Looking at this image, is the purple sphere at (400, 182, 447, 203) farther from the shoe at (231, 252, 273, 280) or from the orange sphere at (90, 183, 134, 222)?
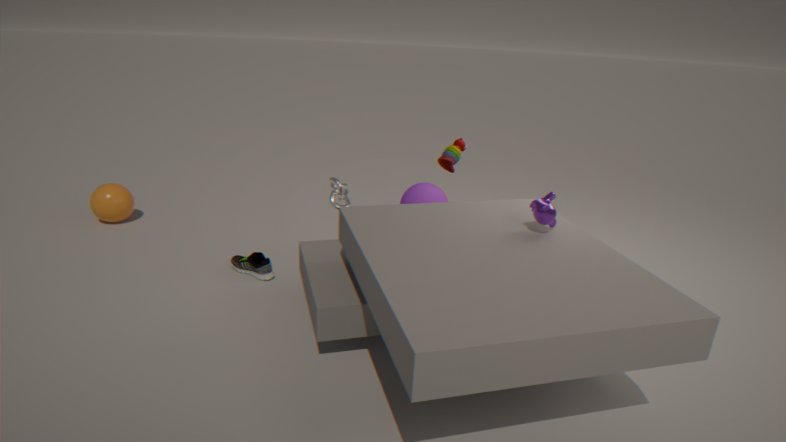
the orange sphere at (90, 183, 134, 222)
